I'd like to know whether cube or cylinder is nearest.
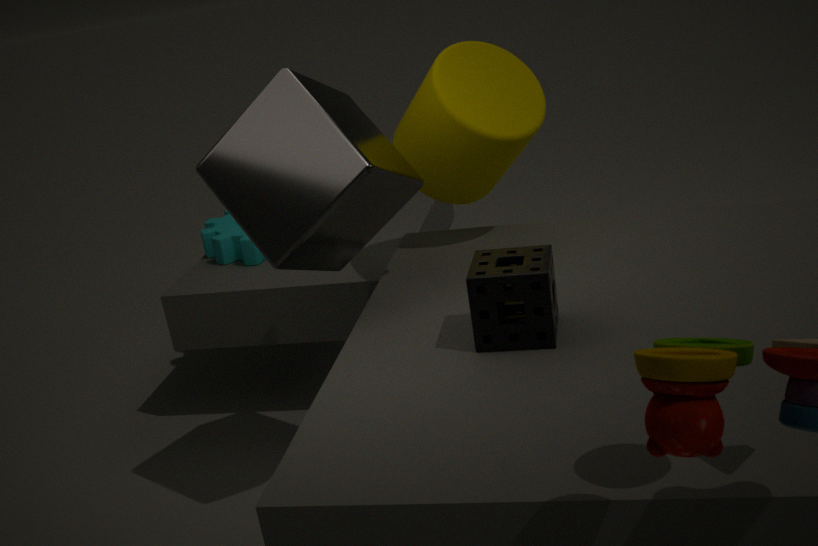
Answer: cube
